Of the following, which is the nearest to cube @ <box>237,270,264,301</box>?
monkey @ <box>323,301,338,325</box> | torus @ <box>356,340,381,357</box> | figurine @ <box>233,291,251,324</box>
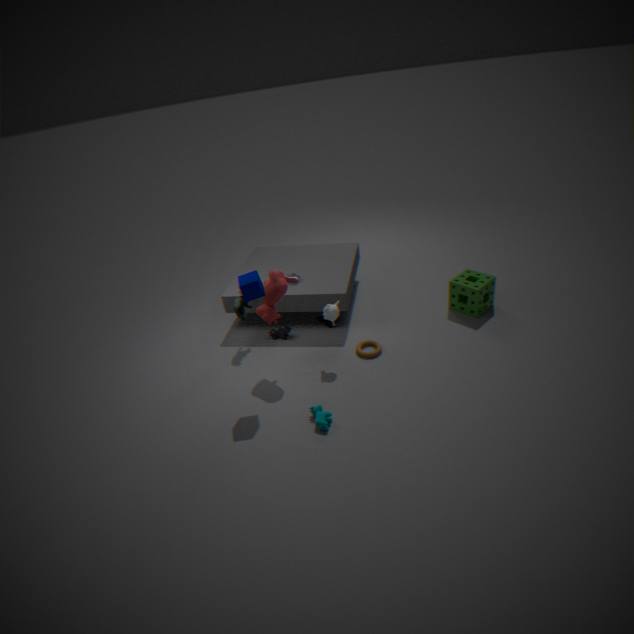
monkey @ <box>323,301,338,325</box>
